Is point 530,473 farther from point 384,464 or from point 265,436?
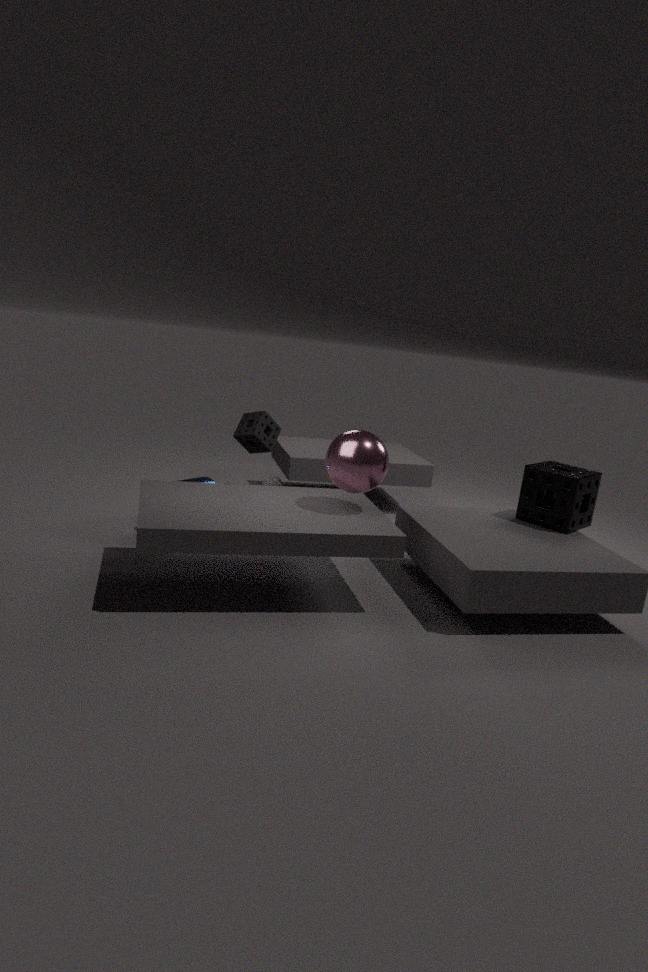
point 265,436
